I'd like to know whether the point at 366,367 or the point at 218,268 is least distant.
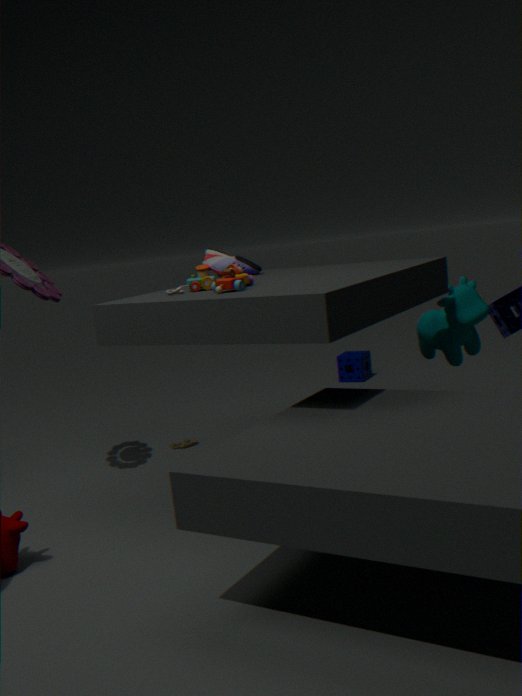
the point at 218,268
